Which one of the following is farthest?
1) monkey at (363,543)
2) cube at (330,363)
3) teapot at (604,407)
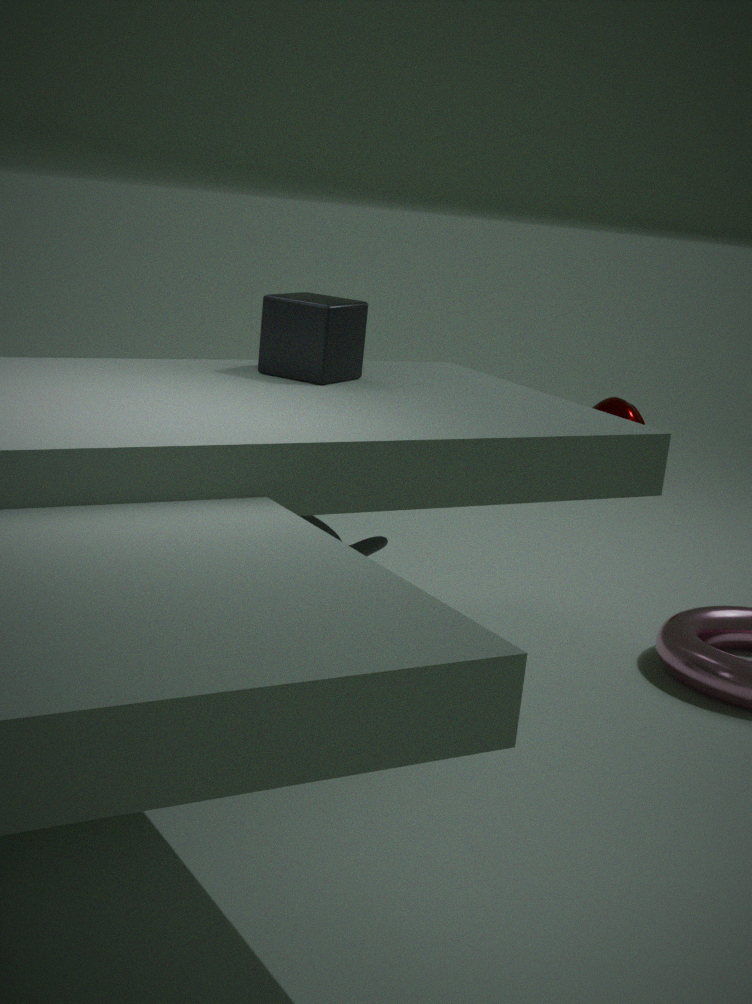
3. teapot at (604,407)
